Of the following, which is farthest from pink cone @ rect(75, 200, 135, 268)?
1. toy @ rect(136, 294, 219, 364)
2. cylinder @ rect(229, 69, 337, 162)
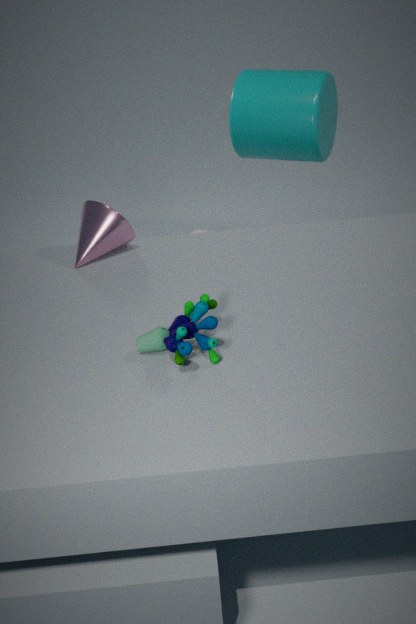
cylinder @ rect(229, 69, 337, 162)
